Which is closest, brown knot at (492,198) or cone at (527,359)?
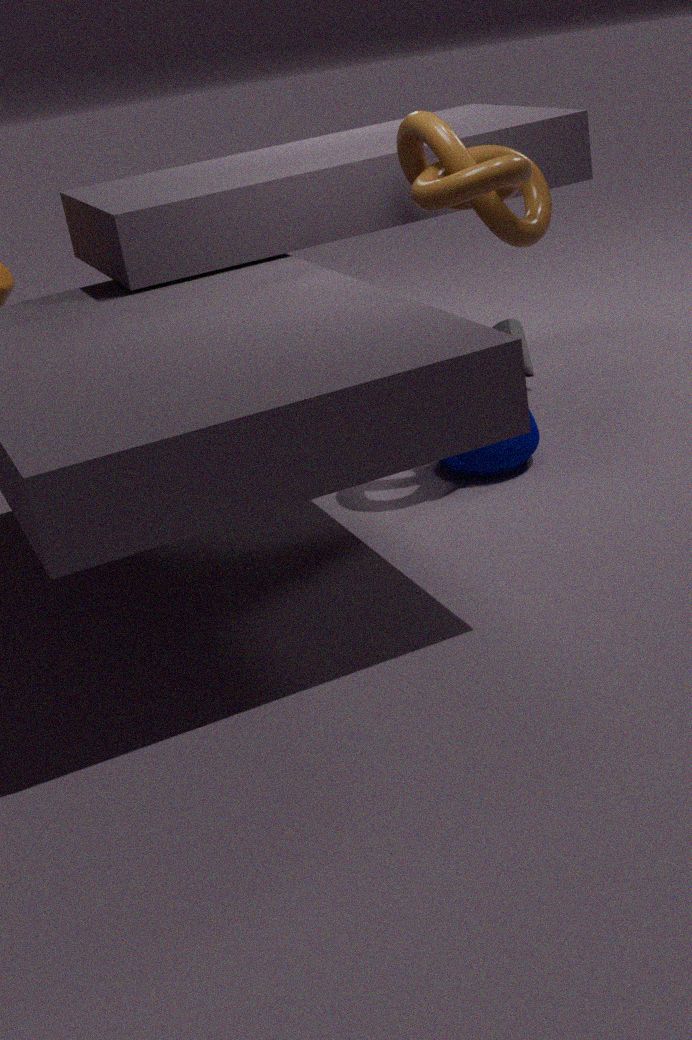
brown knot at (492,198)
